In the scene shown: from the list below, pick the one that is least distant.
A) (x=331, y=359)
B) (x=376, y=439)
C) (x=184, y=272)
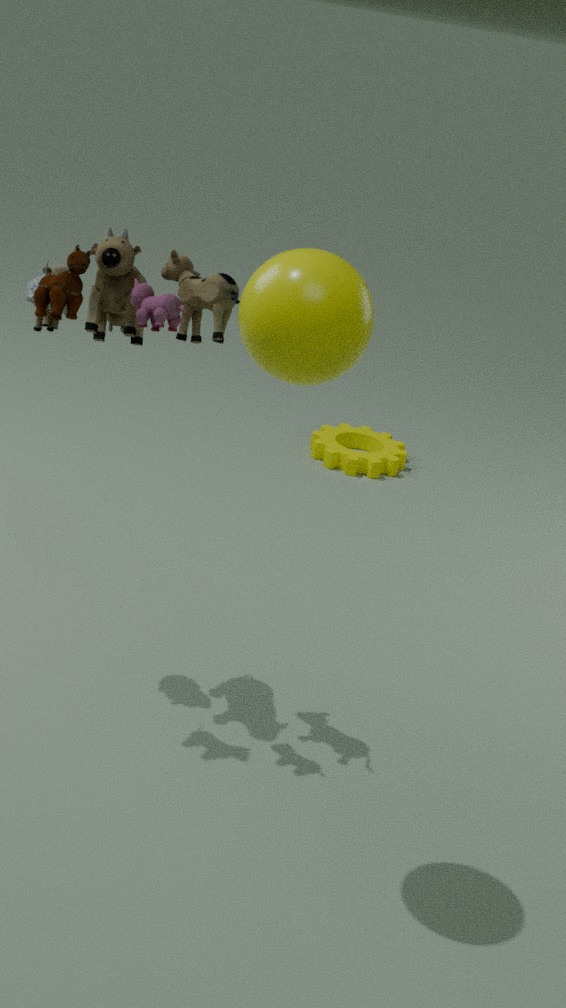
(x=331, y=359)
